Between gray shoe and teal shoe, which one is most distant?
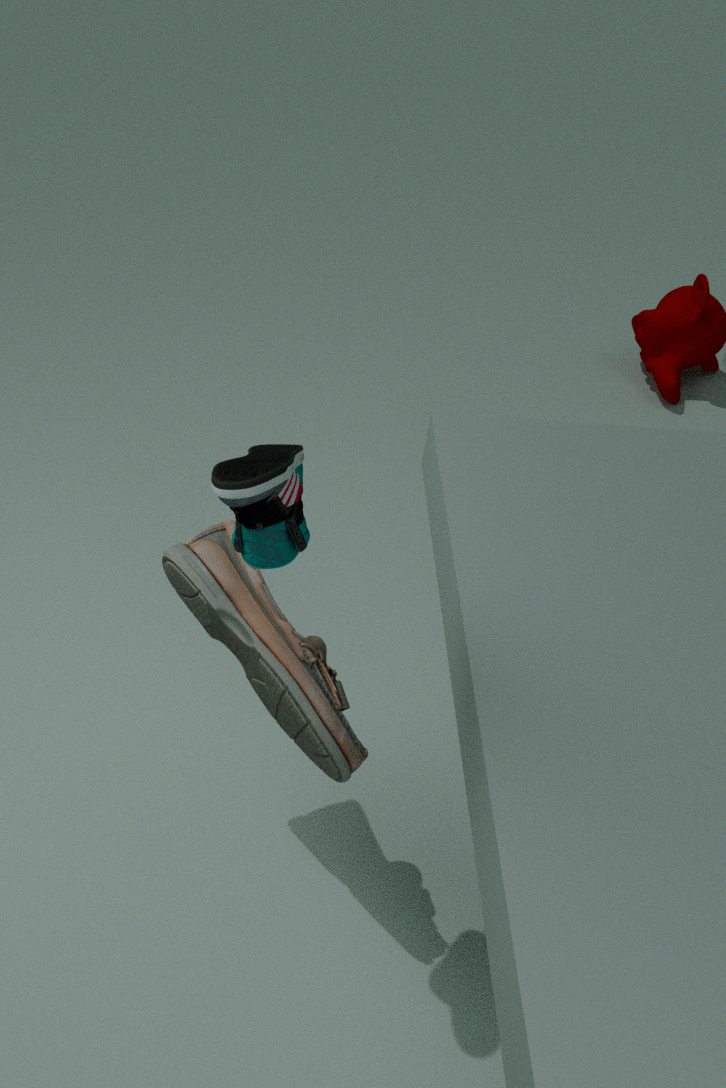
gray shoe
